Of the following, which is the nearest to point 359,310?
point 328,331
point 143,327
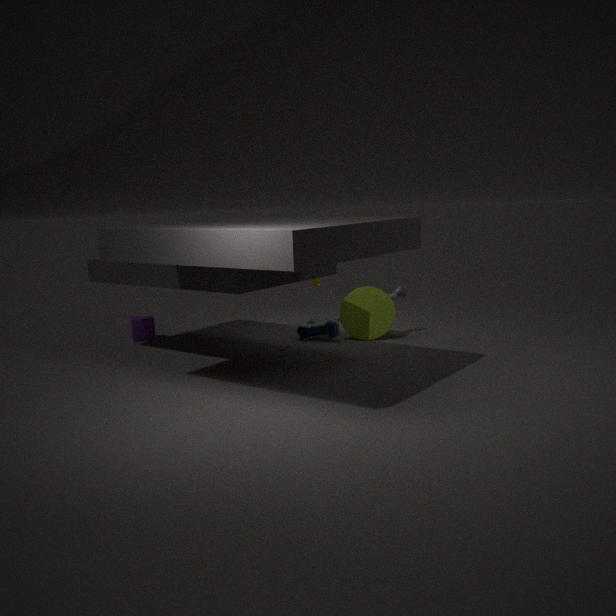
A: point 328,331
